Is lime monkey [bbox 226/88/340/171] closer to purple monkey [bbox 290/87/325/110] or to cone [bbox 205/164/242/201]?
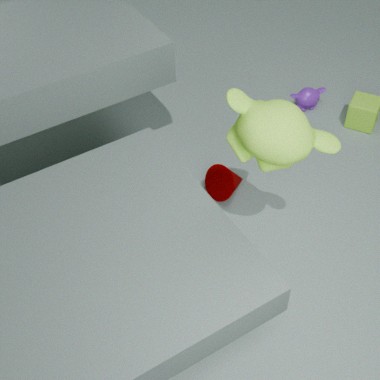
cone [bbox 205/164/242/201]
